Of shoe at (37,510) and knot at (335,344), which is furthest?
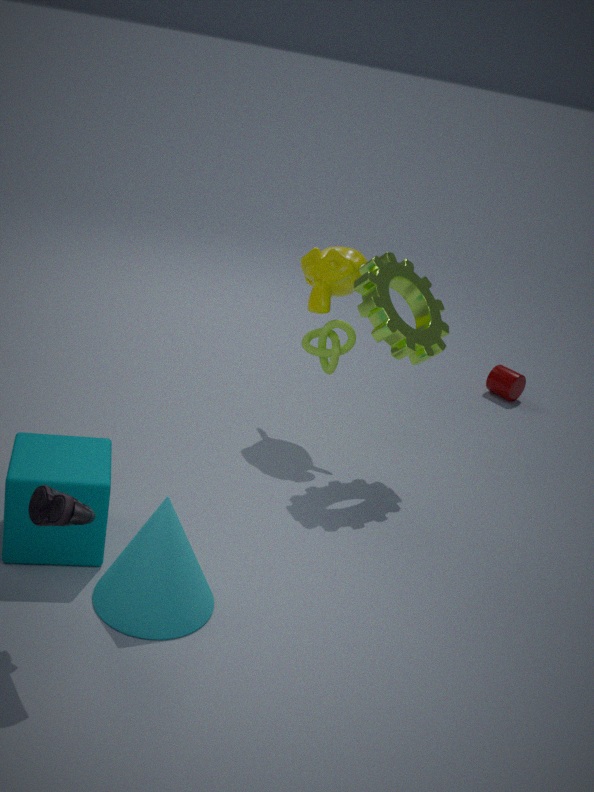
knot at (335,344)
